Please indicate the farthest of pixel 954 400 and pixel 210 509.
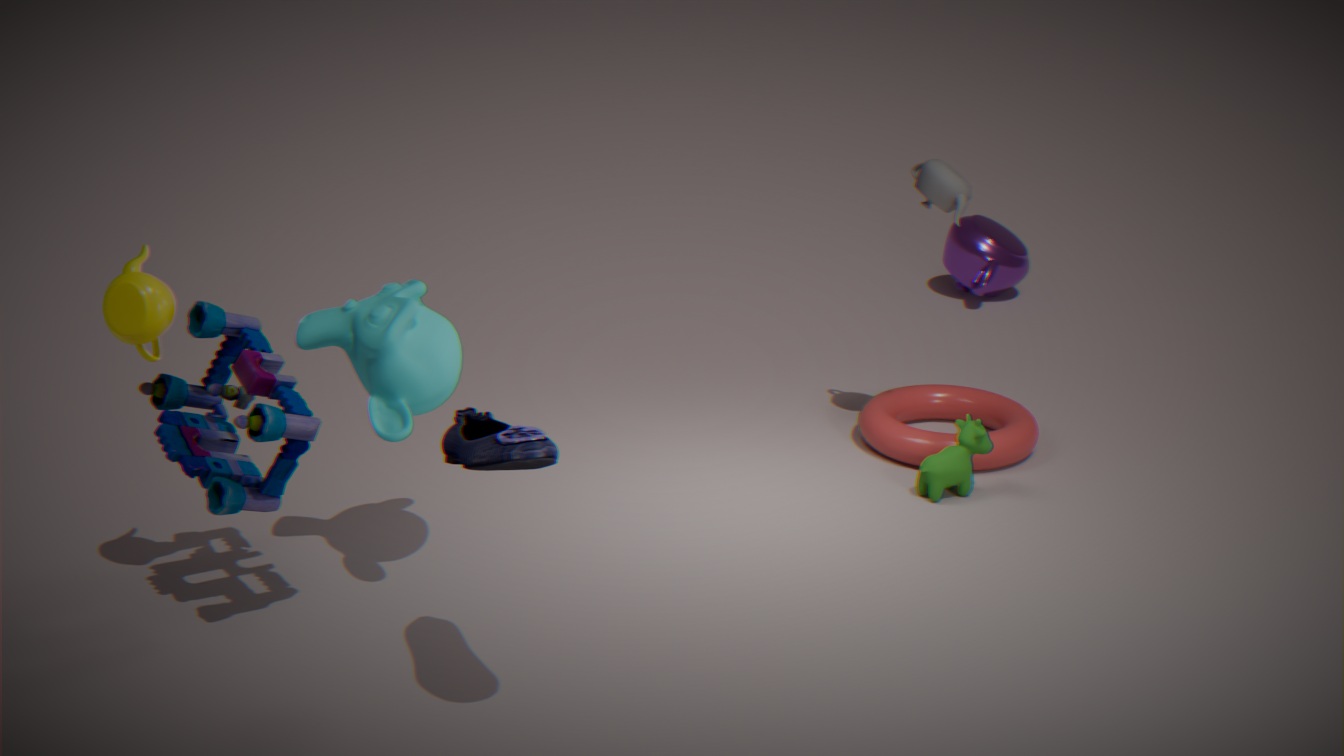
pixel 954 400
